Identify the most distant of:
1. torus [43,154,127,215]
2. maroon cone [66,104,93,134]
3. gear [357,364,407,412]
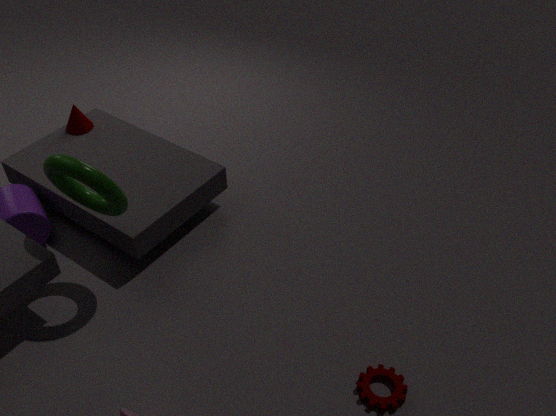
maroon cone [66,104,93,134]
